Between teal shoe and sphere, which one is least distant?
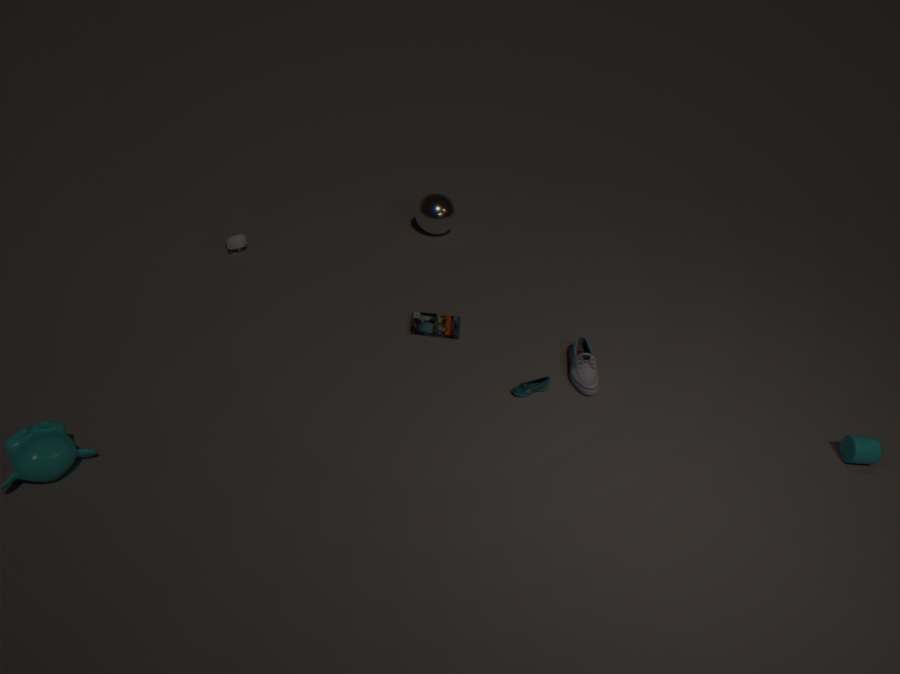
teal shoe
